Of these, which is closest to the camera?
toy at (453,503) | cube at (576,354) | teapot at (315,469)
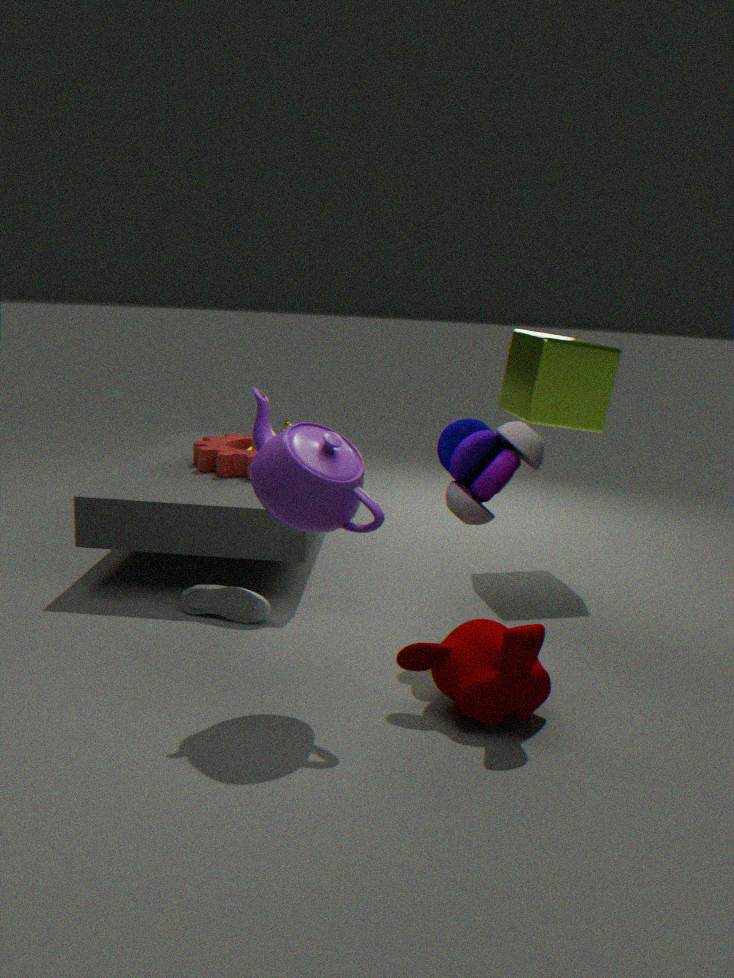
teapot at (315,469)
